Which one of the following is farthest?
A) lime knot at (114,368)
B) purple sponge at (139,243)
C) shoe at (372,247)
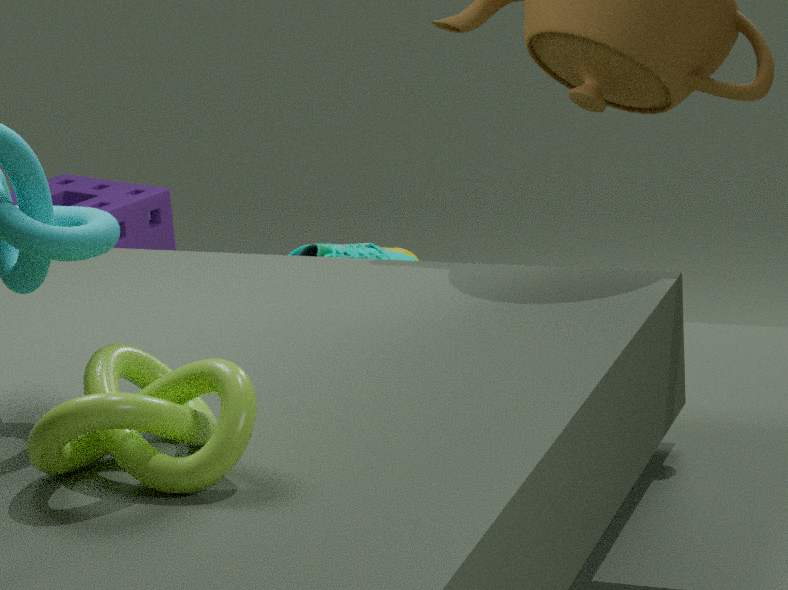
Result: purple sponge at (139,243)
